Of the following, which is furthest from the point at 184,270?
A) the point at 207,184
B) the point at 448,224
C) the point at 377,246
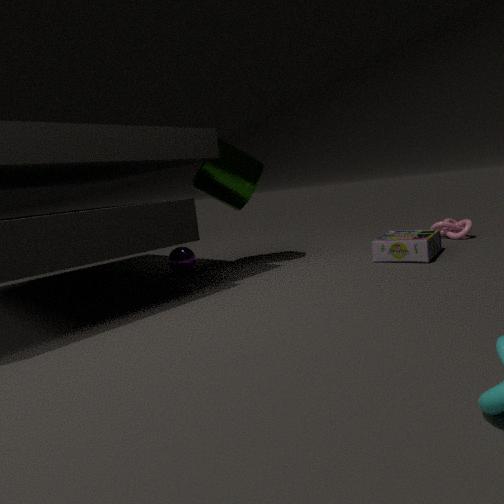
the point at 448,224
